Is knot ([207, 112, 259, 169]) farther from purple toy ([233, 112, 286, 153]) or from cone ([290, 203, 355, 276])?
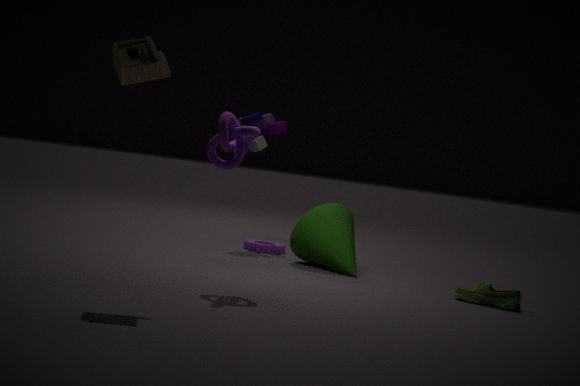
purple toy ([233, 112, 286, 153])
